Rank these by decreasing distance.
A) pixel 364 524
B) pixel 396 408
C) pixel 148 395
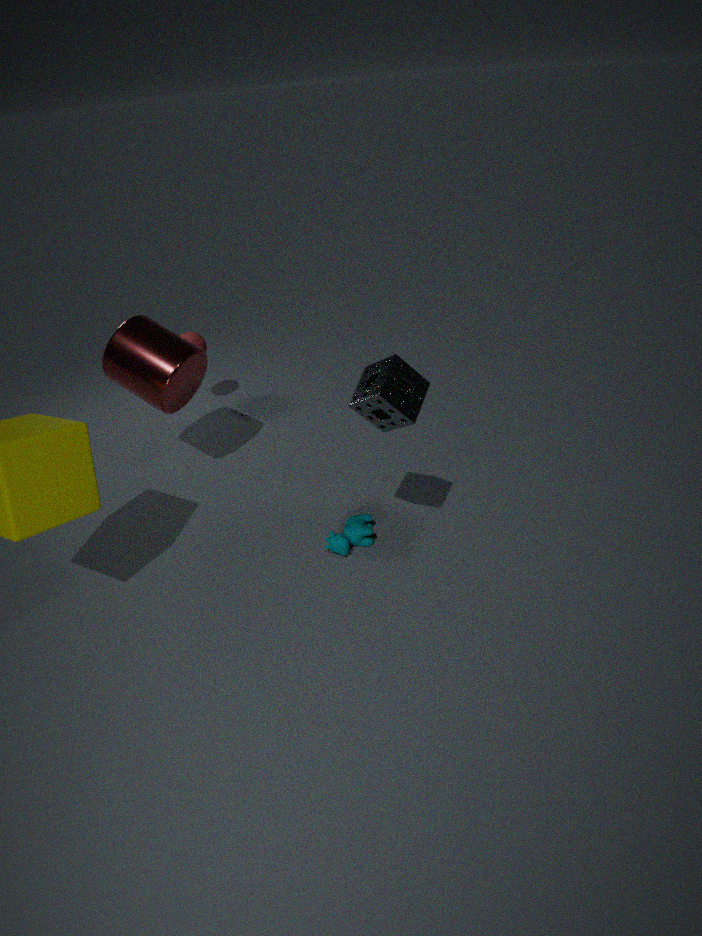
1. pixel 148 395
2. pixel 364 524
3. pixel 396 408
